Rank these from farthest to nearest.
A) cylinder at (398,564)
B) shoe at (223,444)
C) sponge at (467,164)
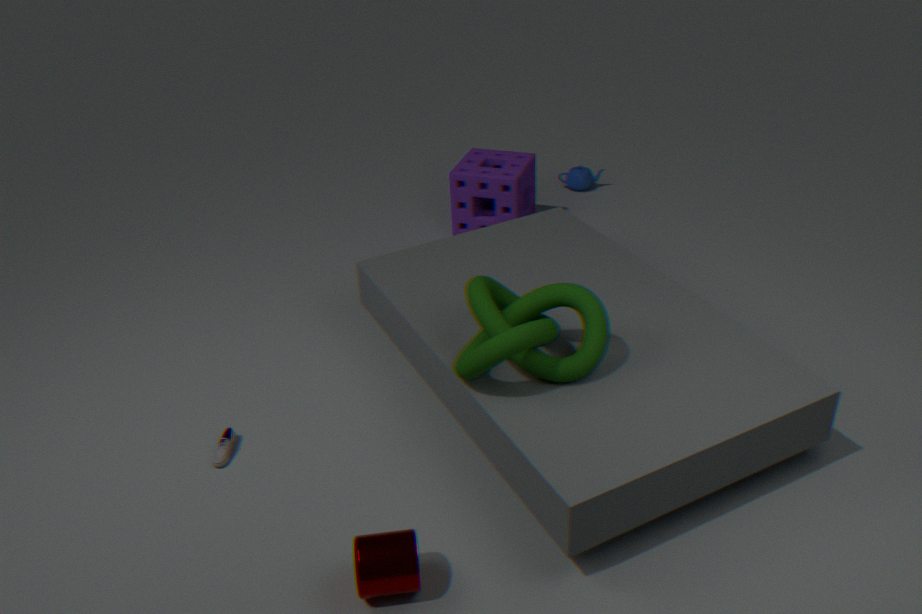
sponge at (467,164)
shoe at (223,444)
cylinder at (398,564)
